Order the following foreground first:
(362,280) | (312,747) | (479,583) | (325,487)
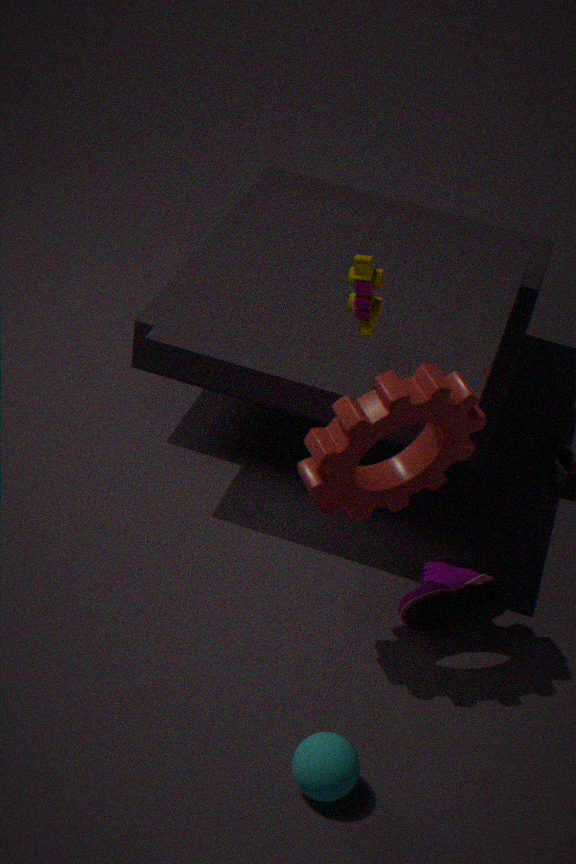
(312,747), (325,487), (362,280), (479,583)
